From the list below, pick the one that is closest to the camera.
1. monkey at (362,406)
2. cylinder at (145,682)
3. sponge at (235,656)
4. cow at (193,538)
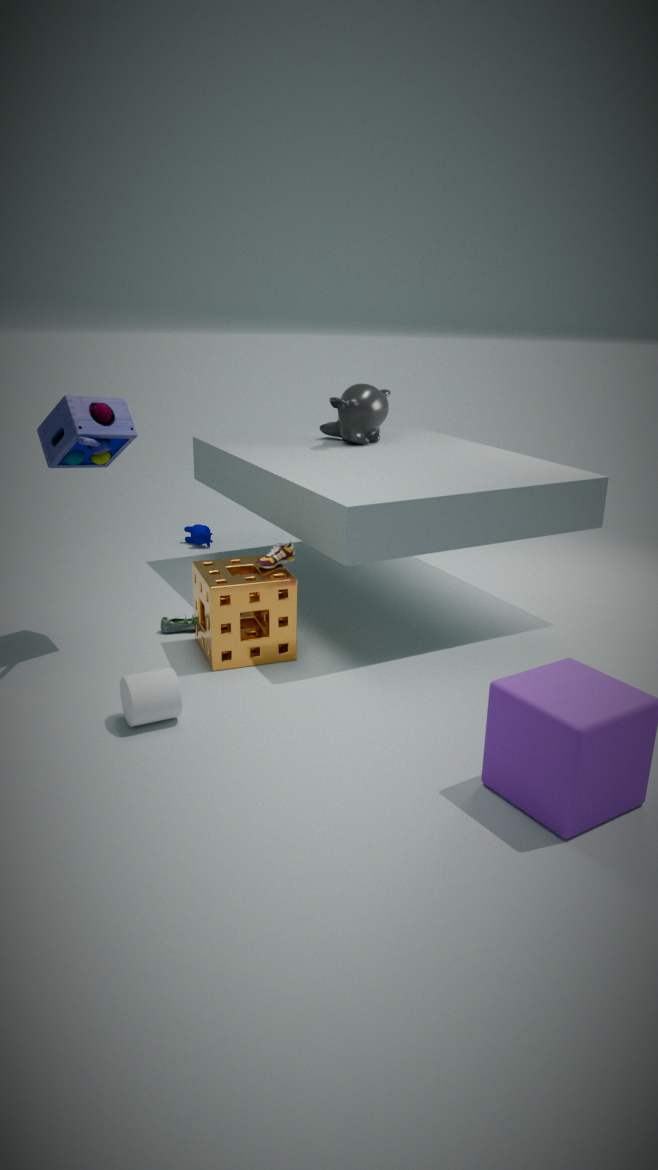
cylinder at (145,682)
